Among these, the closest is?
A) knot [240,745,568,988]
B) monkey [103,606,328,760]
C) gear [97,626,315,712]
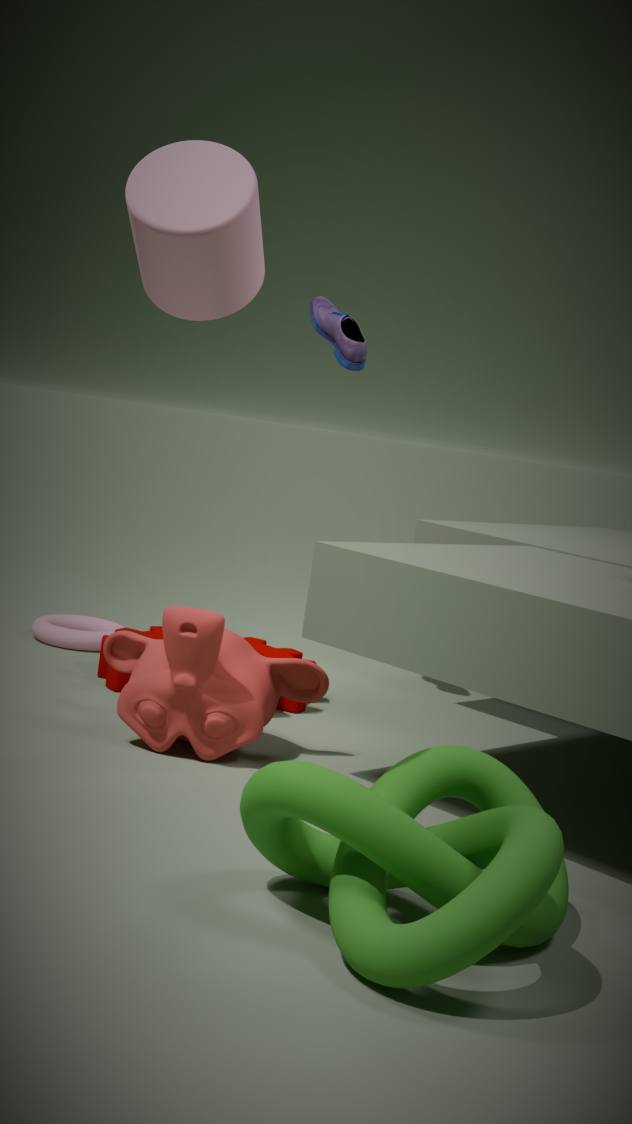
knot [240,745,568,988]
